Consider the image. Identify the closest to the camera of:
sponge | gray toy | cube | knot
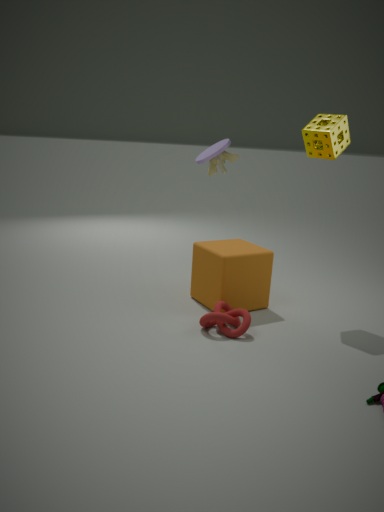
knot
